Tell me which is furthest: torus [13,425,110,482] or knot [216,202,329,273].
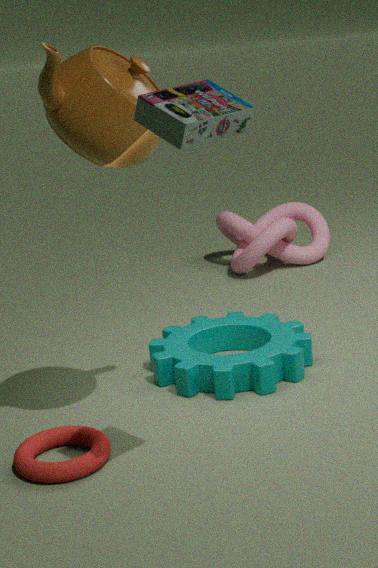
knot [216,202,329,273]
